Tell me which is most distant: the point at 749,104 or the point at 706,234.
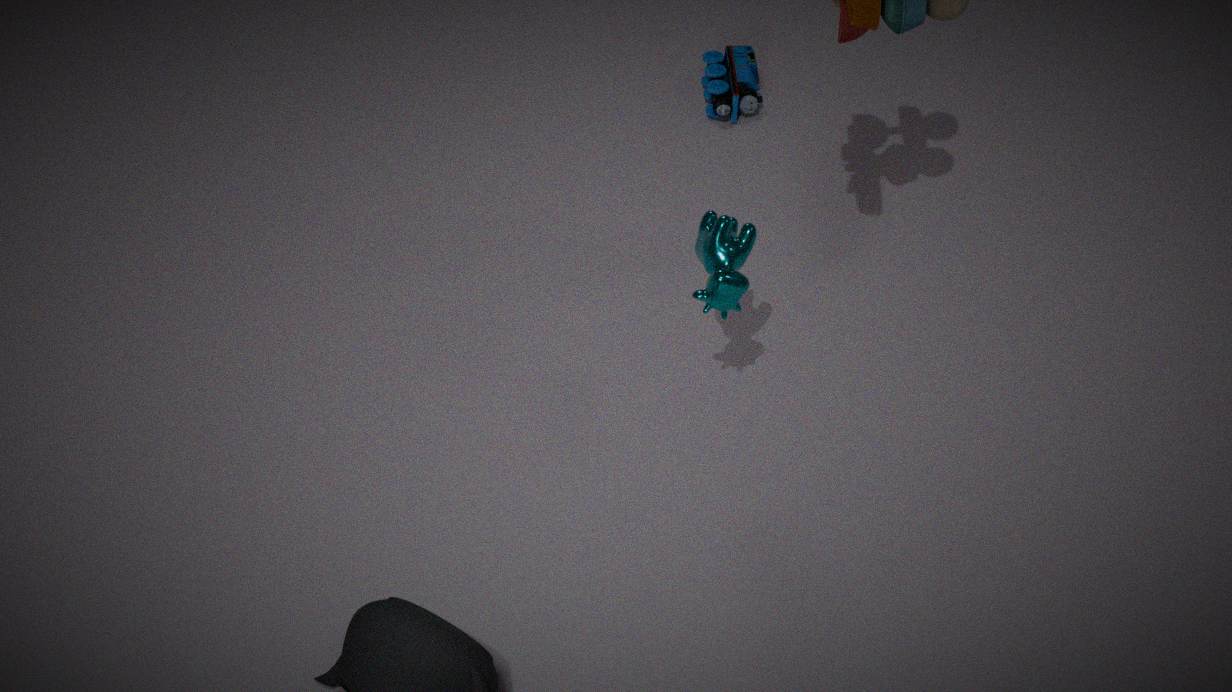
the point at 749,104
